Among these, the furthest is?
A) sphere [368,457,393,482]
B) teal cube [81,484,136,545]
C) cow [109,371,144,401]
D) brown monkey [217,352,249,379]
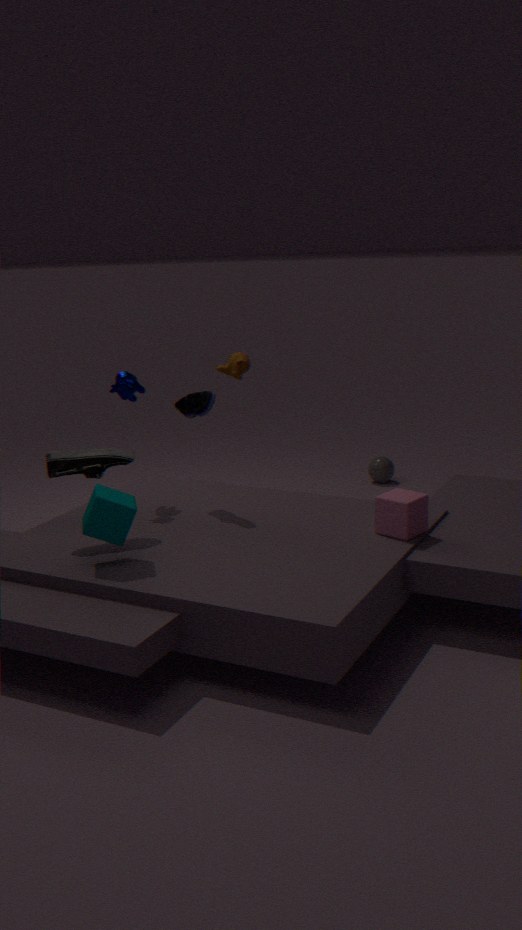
sphere [368,457,393,482]
